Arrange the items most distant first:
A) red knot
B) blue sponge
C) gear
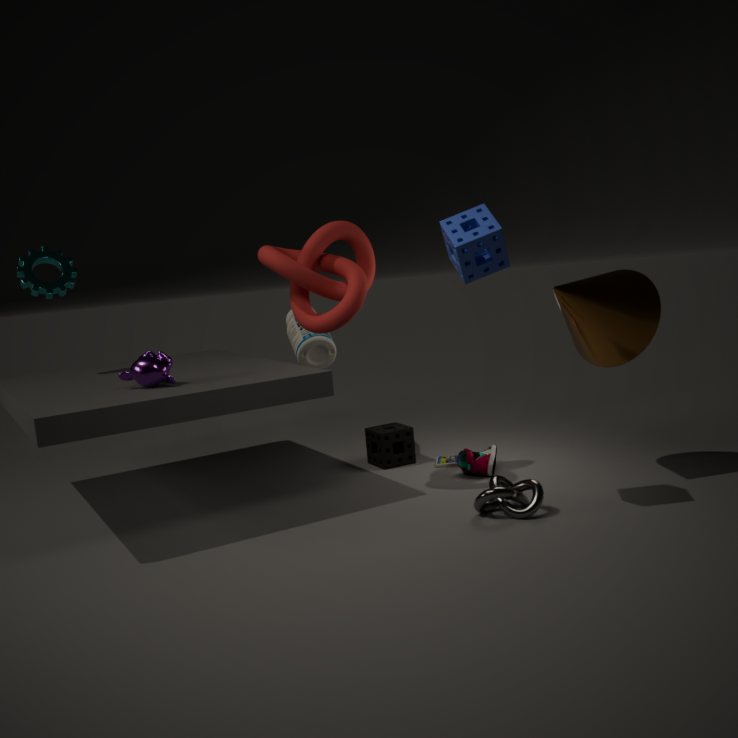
C. gear
A. red knot
B. blue sponge
